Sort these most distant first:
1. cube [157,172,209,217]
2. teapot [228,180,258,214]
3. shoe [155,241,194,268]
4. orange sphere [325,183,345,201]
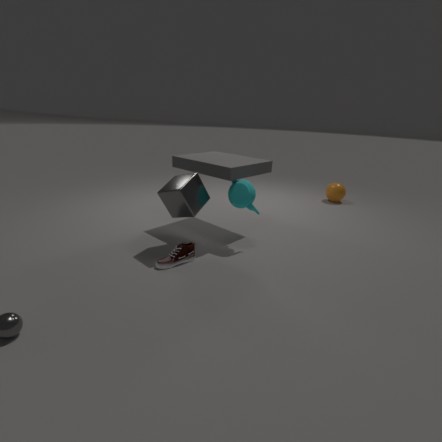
orange sphere [325,183,345,201]
teapot [228,180,258,214]
cube [157,172,209,217]
shoe [155,241,194,268]
